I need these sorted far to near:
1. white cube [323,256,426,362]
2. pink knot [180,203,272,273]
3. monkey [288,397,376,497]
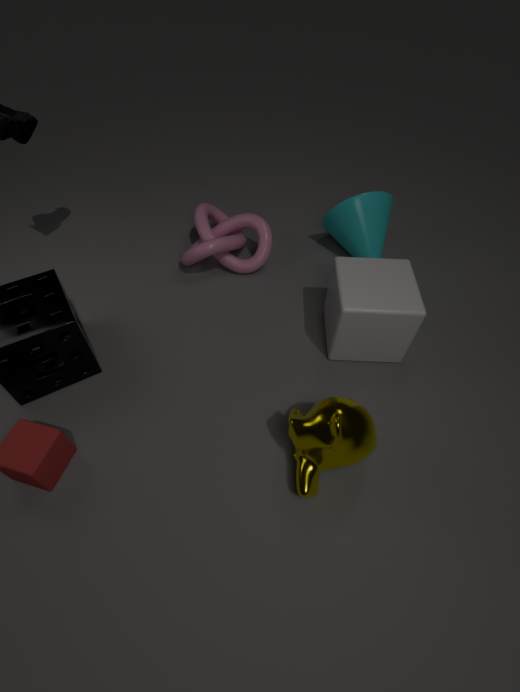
pink knot [180,203,272,273] → white cube [323,256,426,362] → monkey [288,397,376,497]
